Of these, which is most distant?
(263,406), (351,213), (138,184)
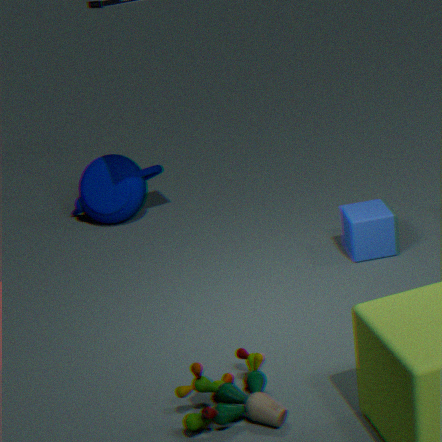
(138,184)
